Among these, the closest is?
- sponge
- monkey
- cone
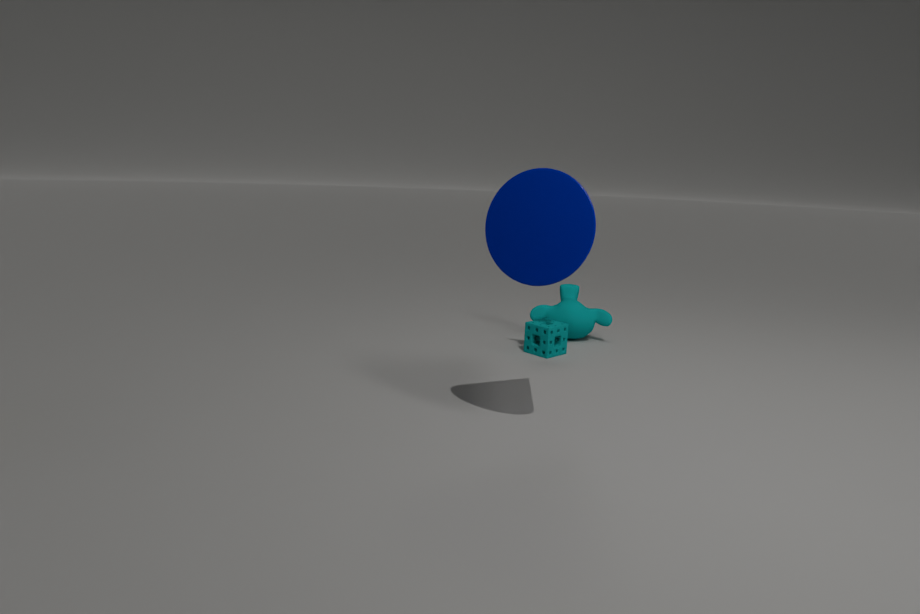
cone
